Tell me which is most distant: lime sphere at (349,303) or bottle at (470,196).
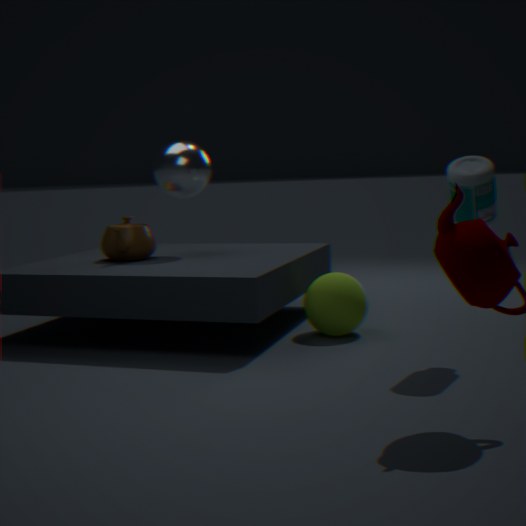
lime sphere at (349,303)
